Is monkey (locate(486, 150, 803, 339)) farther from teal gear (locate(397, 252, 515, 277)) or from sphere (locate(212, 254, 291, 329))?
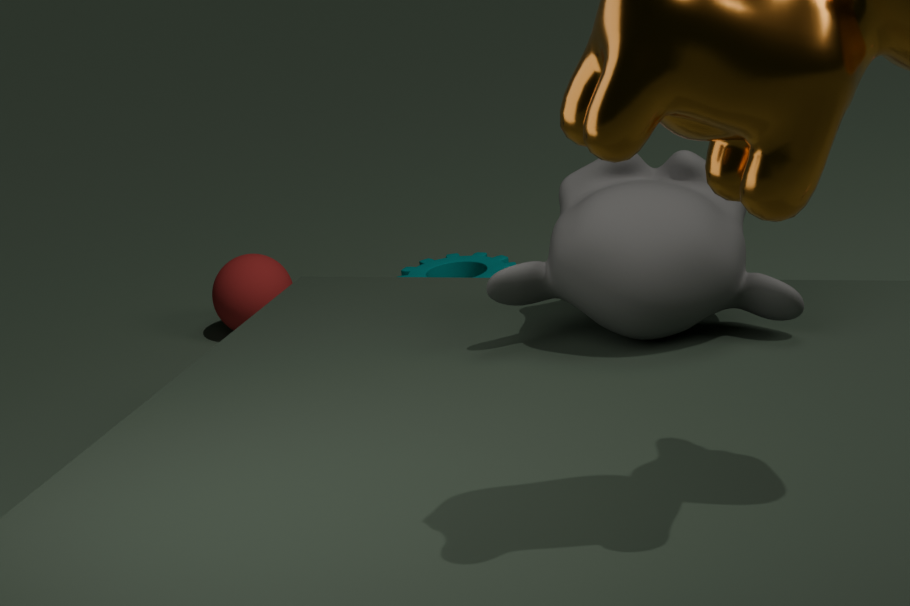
sphere (locate(212, 254, 291, 329))
